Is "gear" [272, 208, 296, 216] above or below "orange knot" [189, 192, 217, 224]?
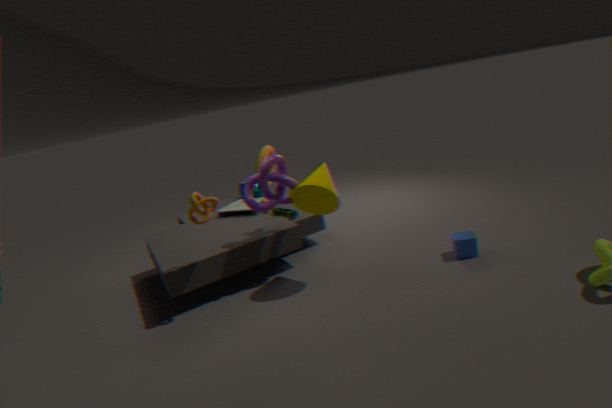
below
